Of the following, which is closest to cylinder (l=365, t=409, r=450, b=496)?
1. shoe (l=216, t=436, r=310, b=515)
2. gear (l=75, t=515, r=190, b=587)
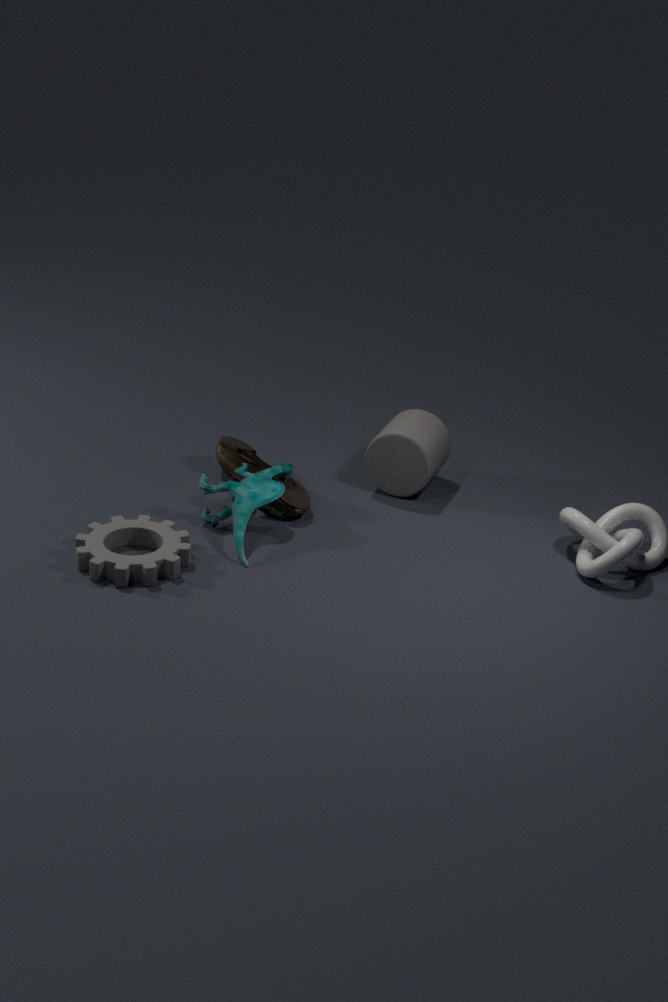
shoe (l=216, t=436, r=310, b=515)
